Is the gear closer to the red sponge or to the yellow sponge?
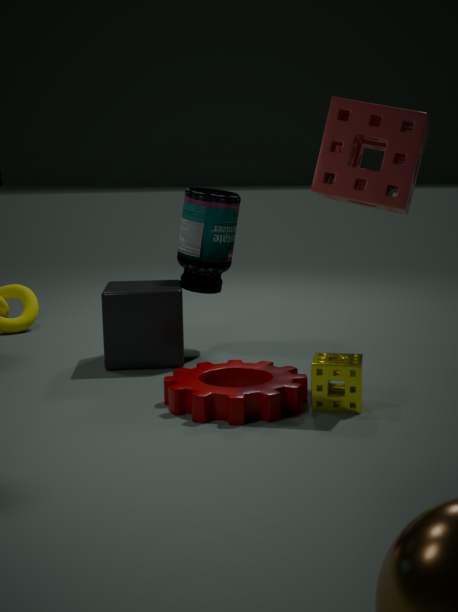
the yellow sponge
